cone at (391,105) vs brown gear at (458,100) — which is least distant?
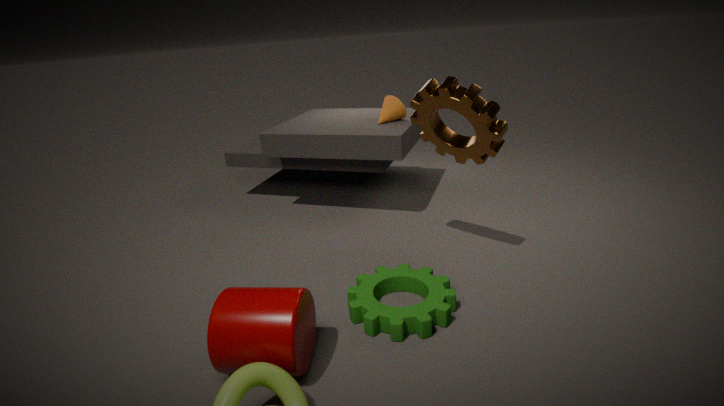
brown gear at (458,100)
